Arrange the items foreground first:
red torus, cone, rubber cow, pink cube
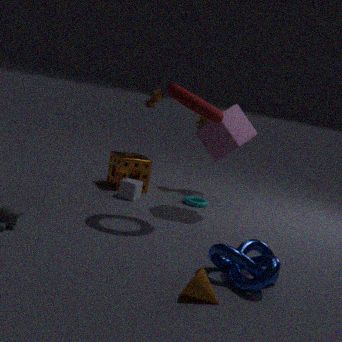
cone, red torus, pink cube, rubber cow
